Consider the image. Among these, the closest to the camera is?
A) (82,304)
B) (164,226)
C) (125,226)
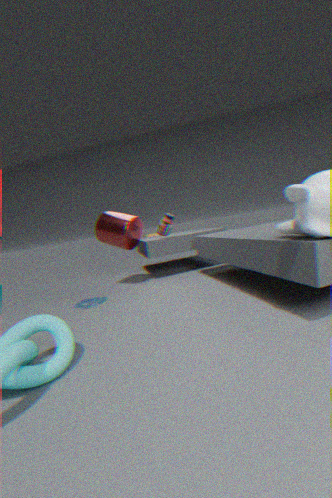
(82,304)
